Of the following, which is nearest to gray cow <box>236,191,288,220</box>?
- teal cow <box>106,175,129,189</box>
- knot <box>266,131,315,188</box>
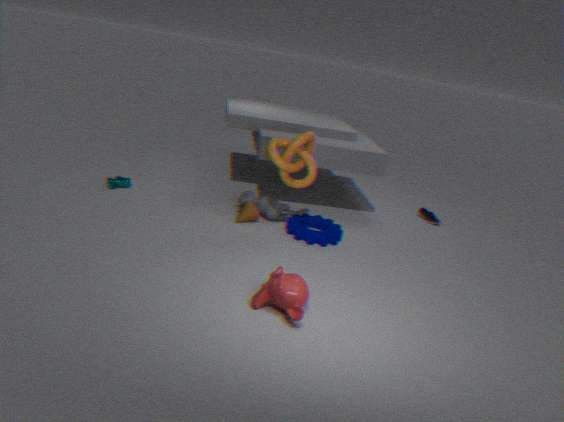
knot <box>266,131,315,188</box>
